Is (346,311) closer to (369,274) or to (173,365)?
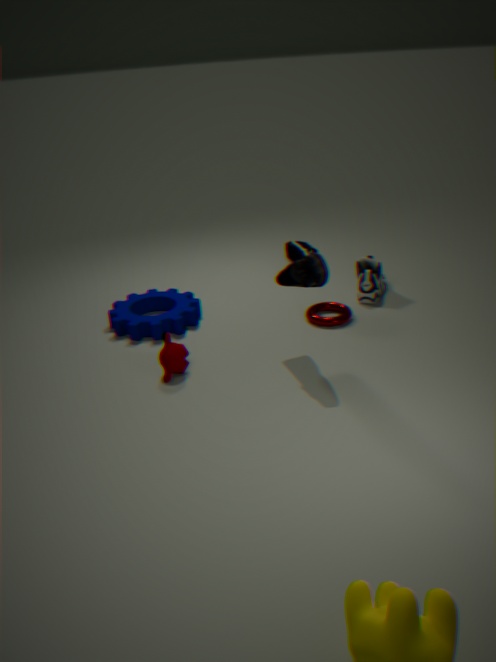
(369,274)
